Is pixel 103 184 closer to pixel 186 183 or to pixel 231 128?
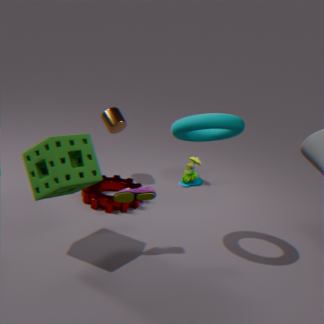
pixel 186 183
